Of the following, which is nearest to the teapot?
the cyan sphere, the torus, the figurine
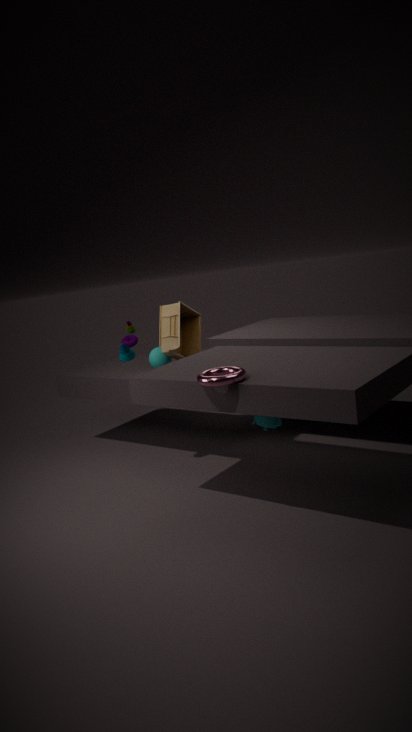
the torus
